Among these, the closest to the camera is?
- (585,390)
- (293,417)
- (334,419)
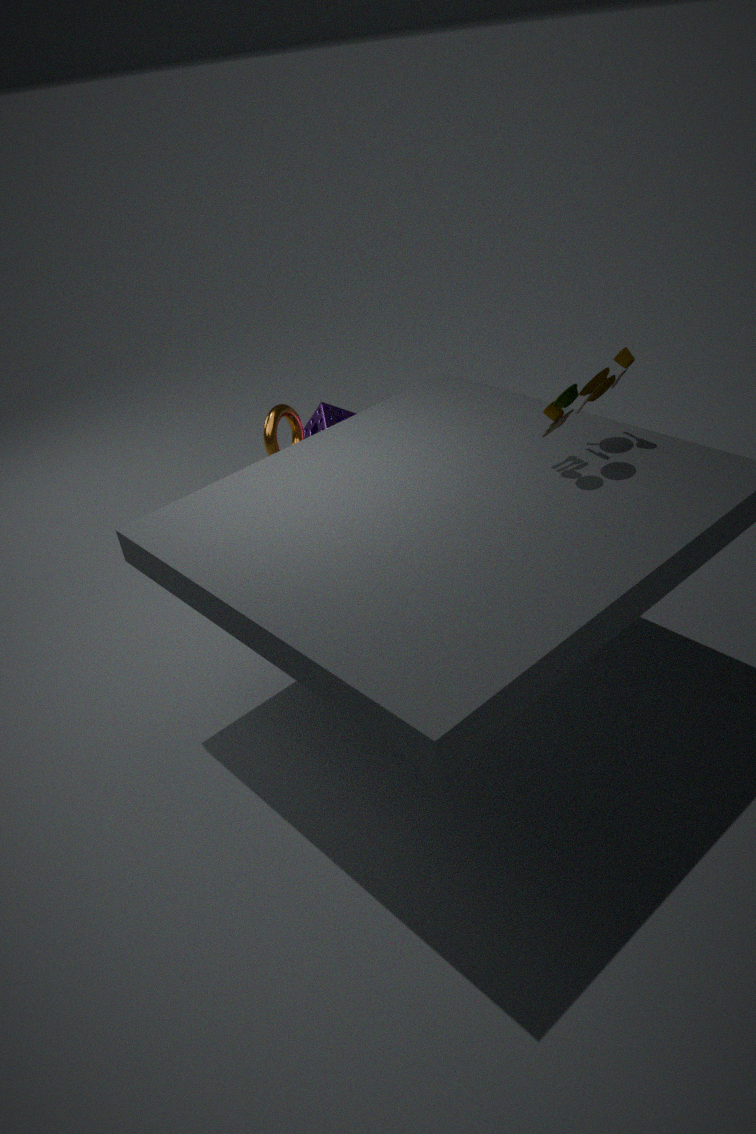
(585,390)
